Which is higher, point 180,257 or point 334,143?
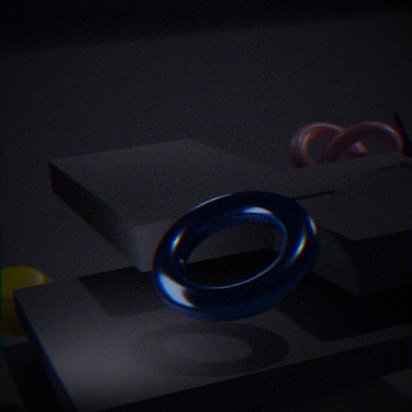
point 180,257
